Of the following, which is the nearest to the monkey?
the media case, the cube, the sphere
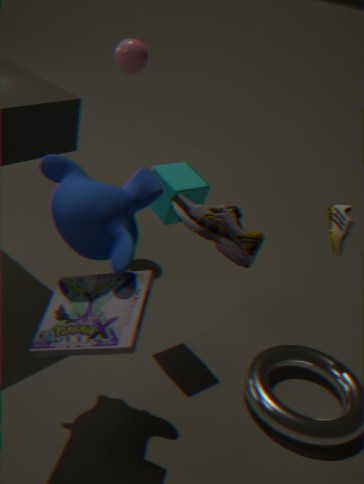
the media case
